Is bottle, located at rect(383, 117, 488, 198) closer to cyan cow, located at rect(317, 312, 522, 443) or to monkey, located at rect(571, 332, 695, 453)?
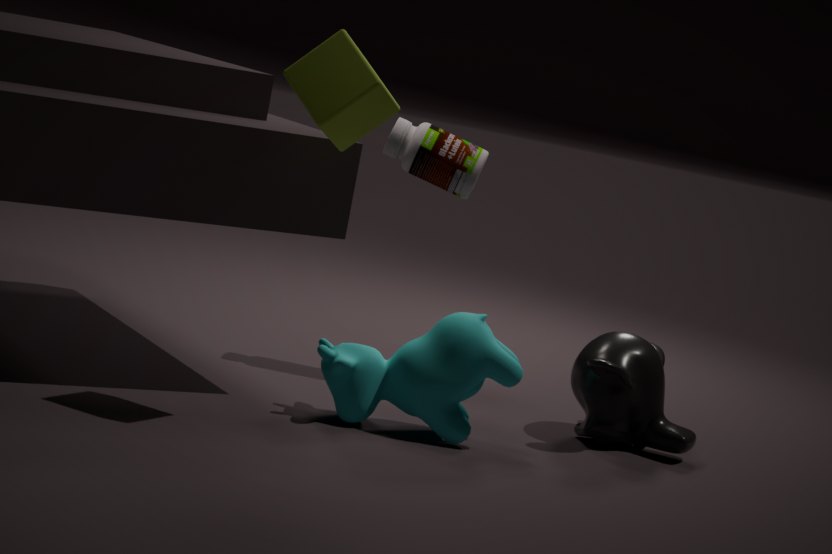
cyan cow, located at rect(317, 312, 522, 443)
